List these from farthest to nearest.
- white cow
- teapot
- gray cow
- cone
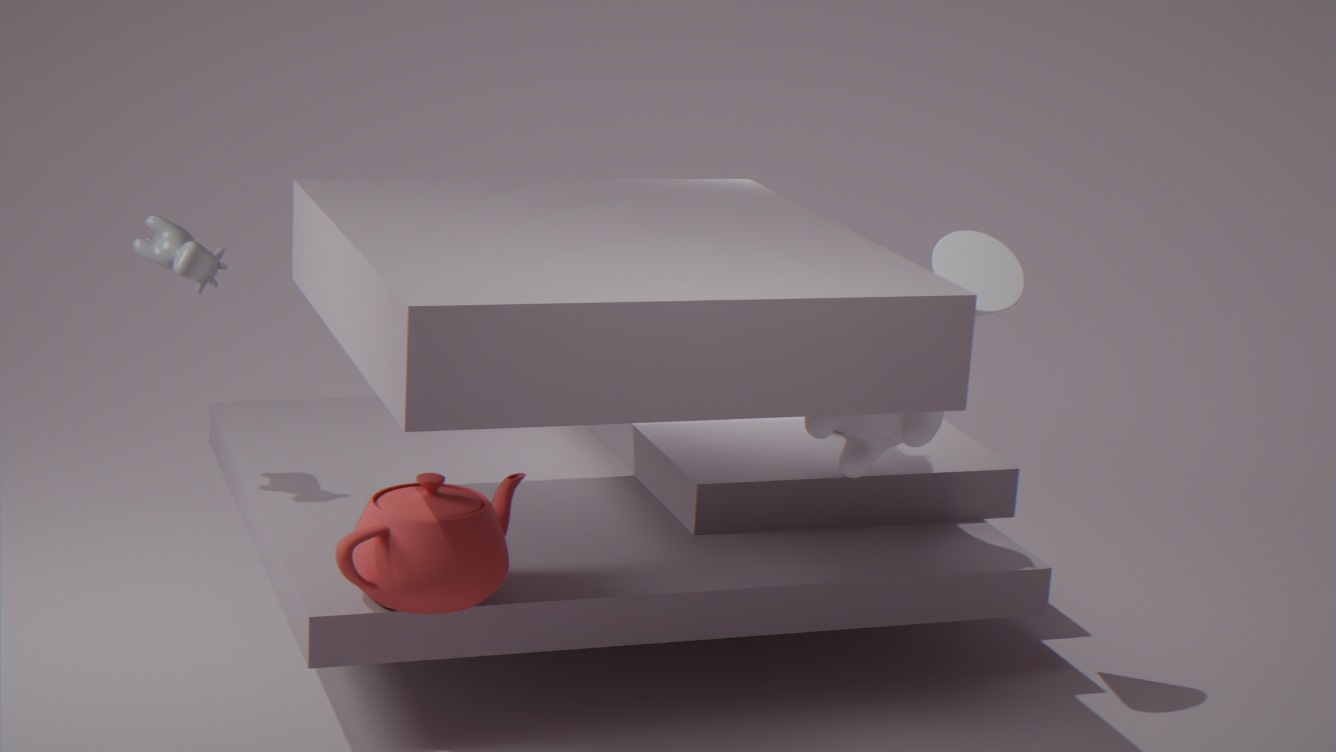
gray cow → white cow → cone → teapot
